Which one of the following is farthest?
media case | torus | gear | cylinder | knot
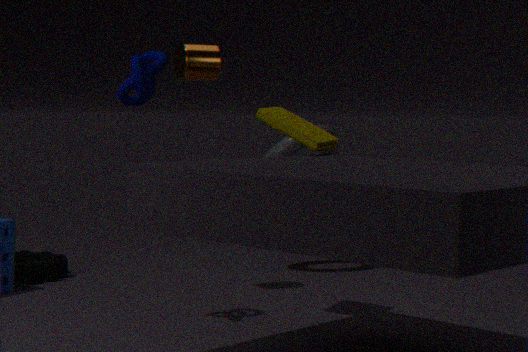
torus
